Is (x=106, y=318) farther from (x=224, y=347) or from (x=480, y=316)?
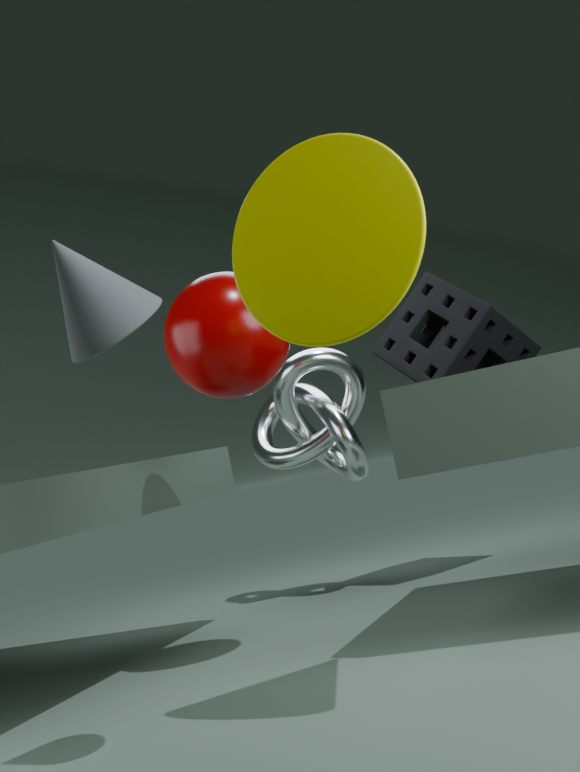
(x=480, y=316)
